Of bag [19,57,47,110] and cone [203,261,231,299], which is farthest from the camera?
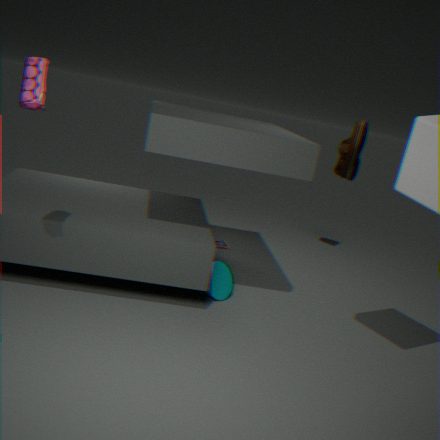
cone [203,261,231,299]
